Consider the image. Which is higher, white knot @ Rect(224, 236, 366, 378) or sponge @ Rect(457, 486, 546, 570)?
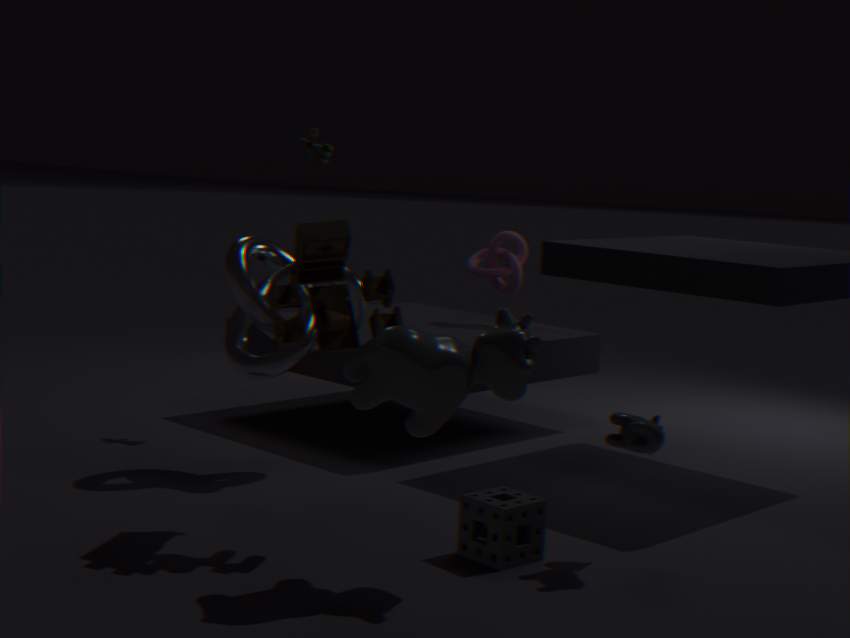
white knot @ Rect(224, 236, 366, 378)
